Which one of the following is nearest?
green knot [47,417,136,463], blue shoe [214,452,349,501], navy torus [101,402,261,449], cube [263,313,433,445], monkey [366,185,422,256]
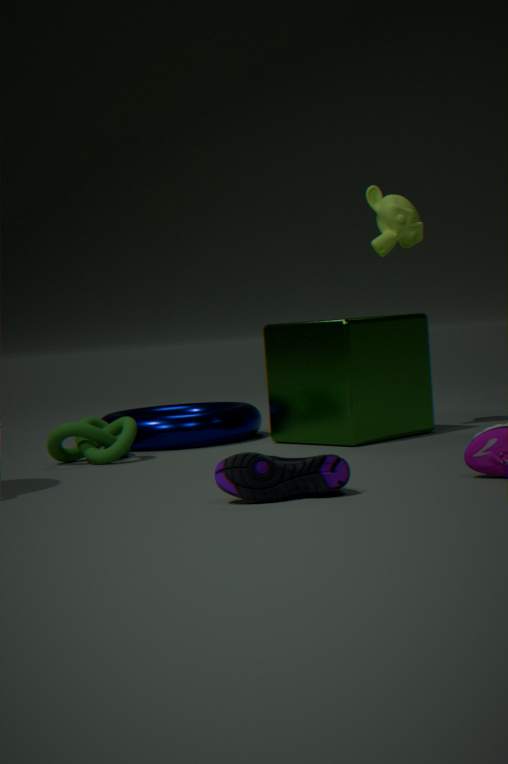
blue shoe [214,452,349,501]
